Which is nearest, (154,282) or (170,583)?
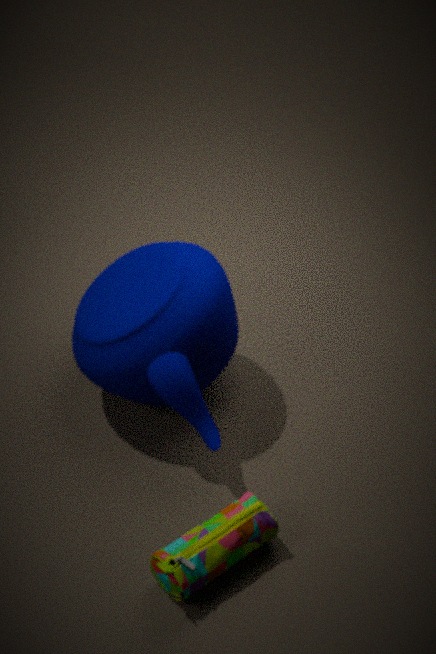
(170,583)
